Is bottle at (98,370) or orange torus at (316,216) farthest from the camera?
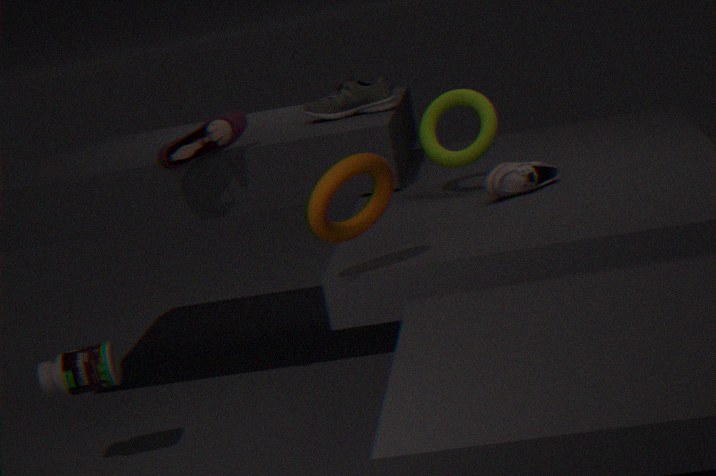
bottle at (98,370)
